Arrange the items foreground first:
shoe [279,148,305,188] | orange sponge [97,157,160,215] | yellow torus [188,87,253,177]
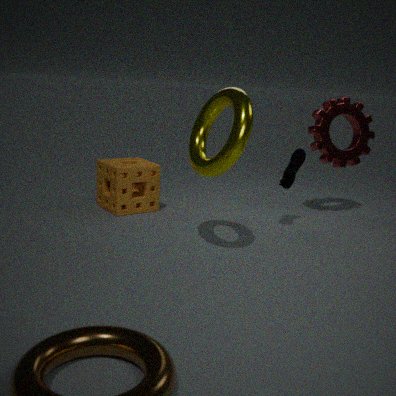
yellow torus [188,87,253,177]
shoe [279,148,305,188]
orange sponge [97,157,160,215]
